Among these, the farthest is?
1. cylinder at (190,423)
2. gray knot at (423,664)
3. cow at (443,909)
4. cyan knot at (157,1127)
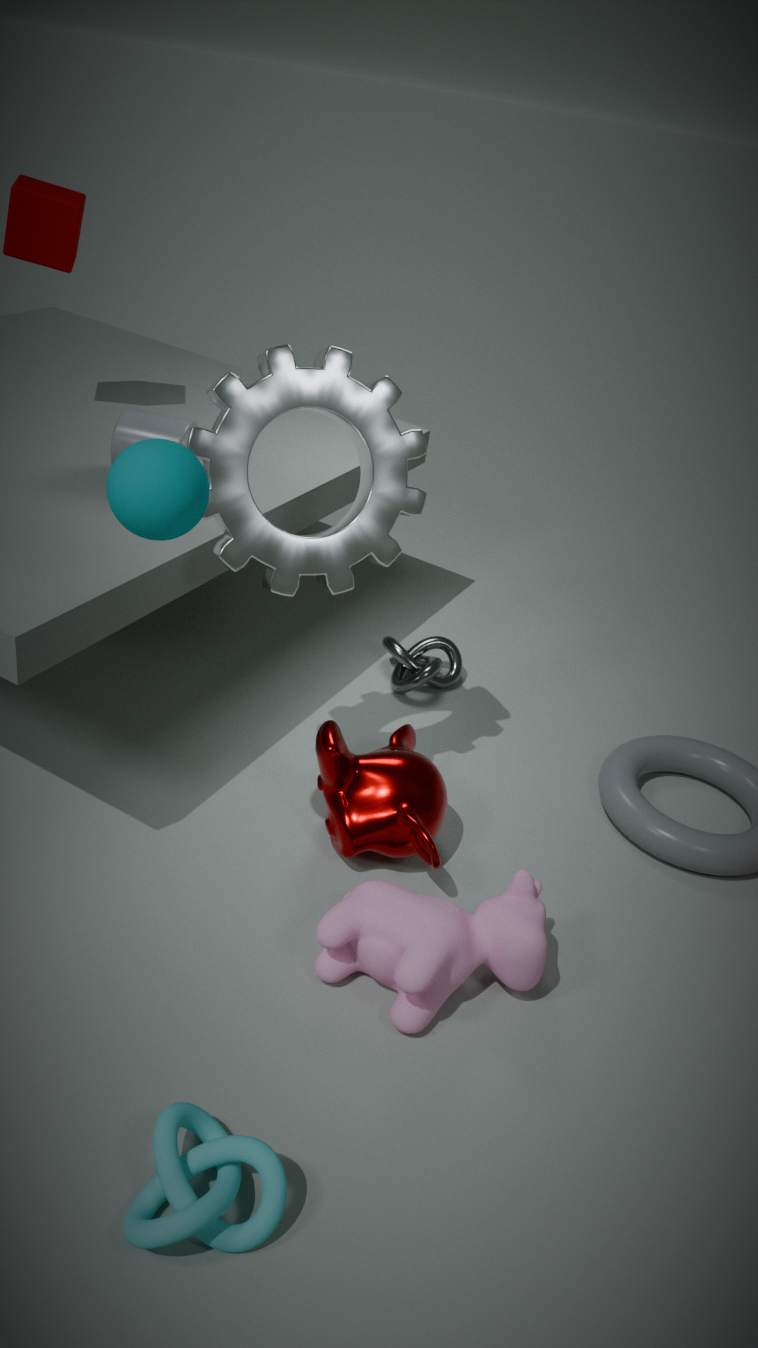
gray knot at (423,664)
